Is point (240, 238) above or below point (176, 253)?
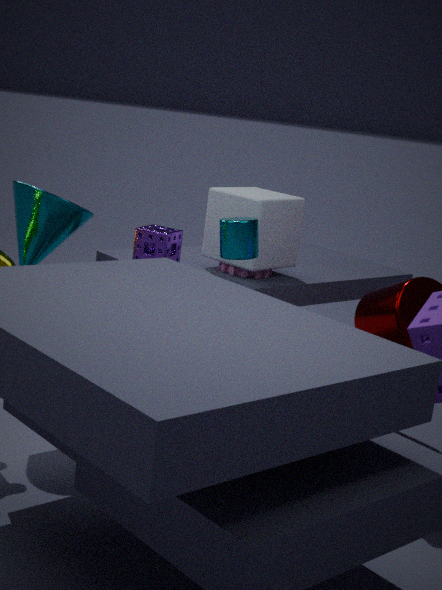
above
